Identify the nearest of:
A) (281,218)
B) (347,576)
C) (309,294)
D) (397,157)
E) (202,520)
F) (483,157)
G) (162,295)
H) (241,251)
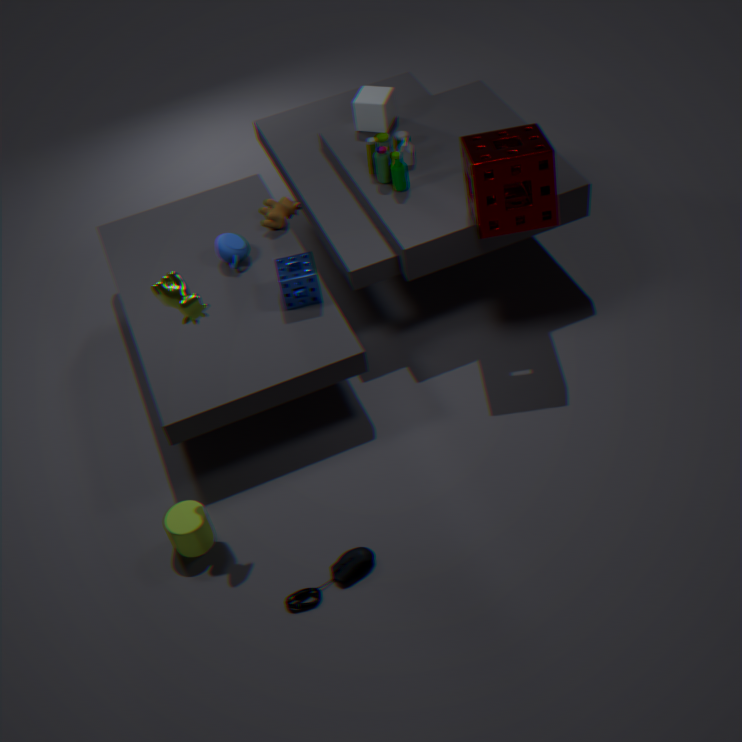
(162,295)
